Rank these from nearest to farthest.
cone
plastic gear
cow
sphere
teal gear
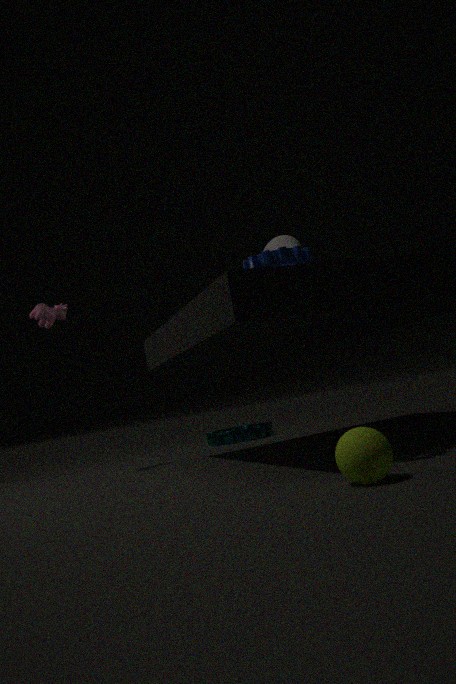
1. sphere
2. plastic gear
3. cone
4. cow
5. teal gear
